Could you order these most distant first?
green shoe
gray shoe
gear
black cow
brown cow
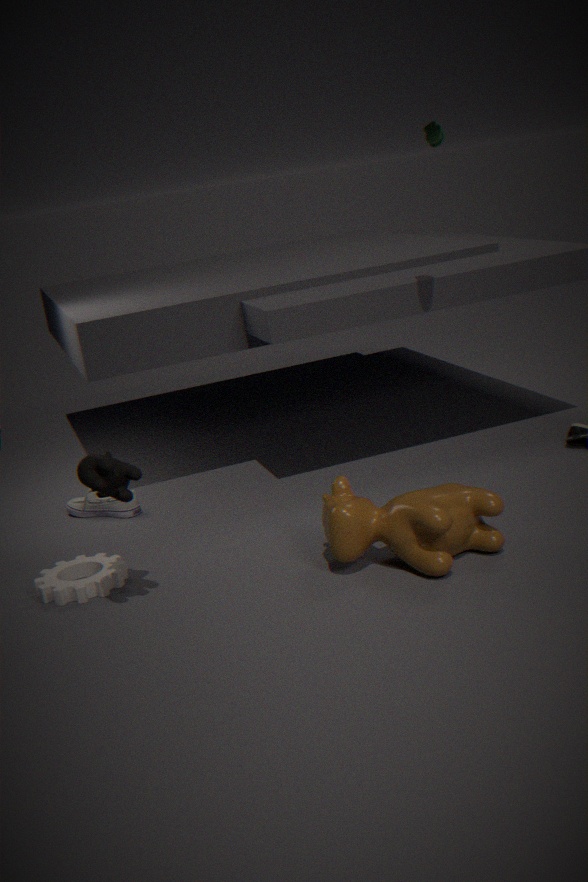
gray shoe → green shoe → gear → brown cow → black cow
